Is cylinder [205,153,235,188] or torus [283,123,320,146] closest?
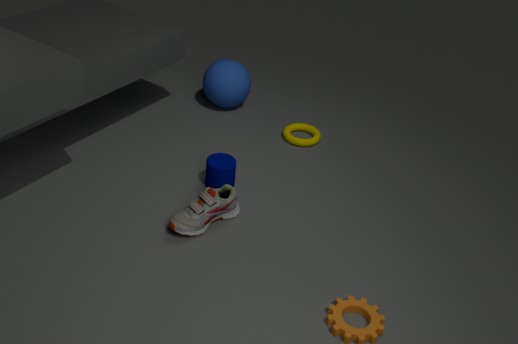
cylinder [205,153,235,188]
